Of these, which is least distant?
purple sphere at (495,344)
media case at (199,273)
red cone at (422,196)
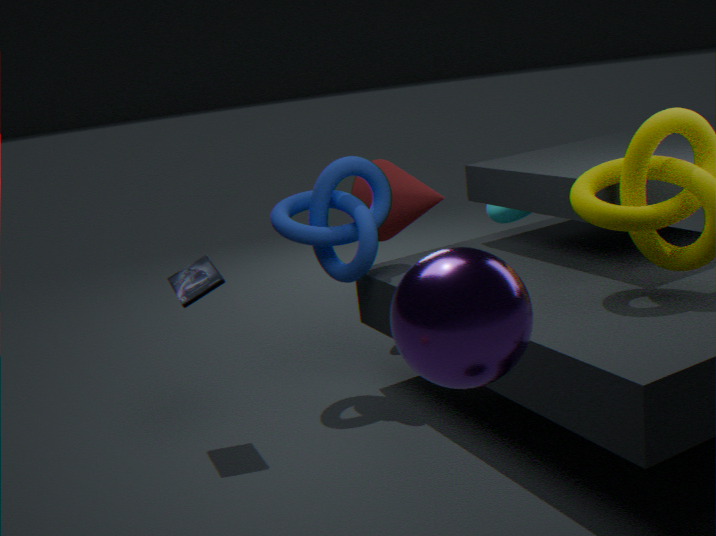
purple sphere at (495,344)
